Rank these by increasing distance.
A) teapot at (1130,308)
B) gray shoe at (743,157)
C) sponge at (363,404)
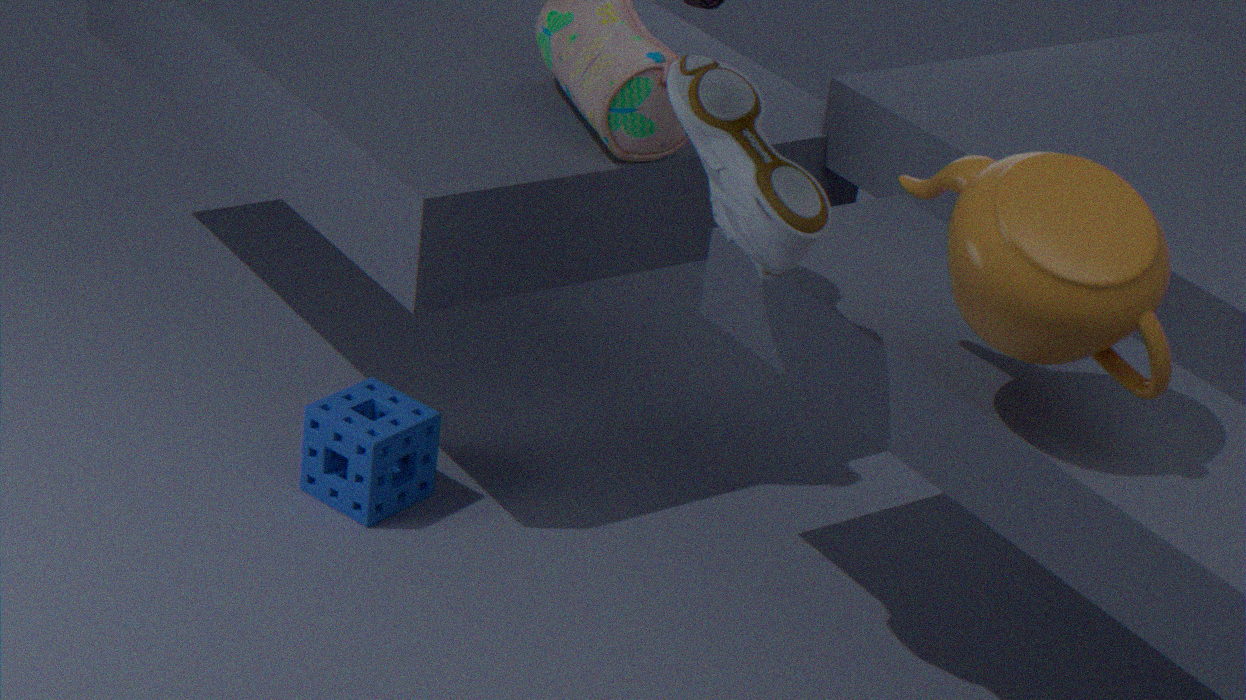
teapot at (1130,308) → gray shoe at (743,157) → sponge at (363,404)
